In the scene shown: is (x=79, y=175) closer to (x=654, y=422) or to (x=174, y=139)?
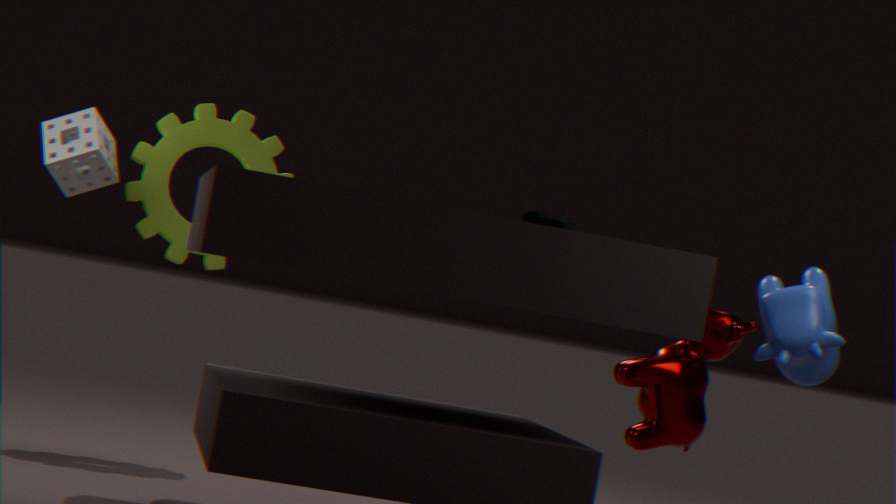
(x=174, y=139)
